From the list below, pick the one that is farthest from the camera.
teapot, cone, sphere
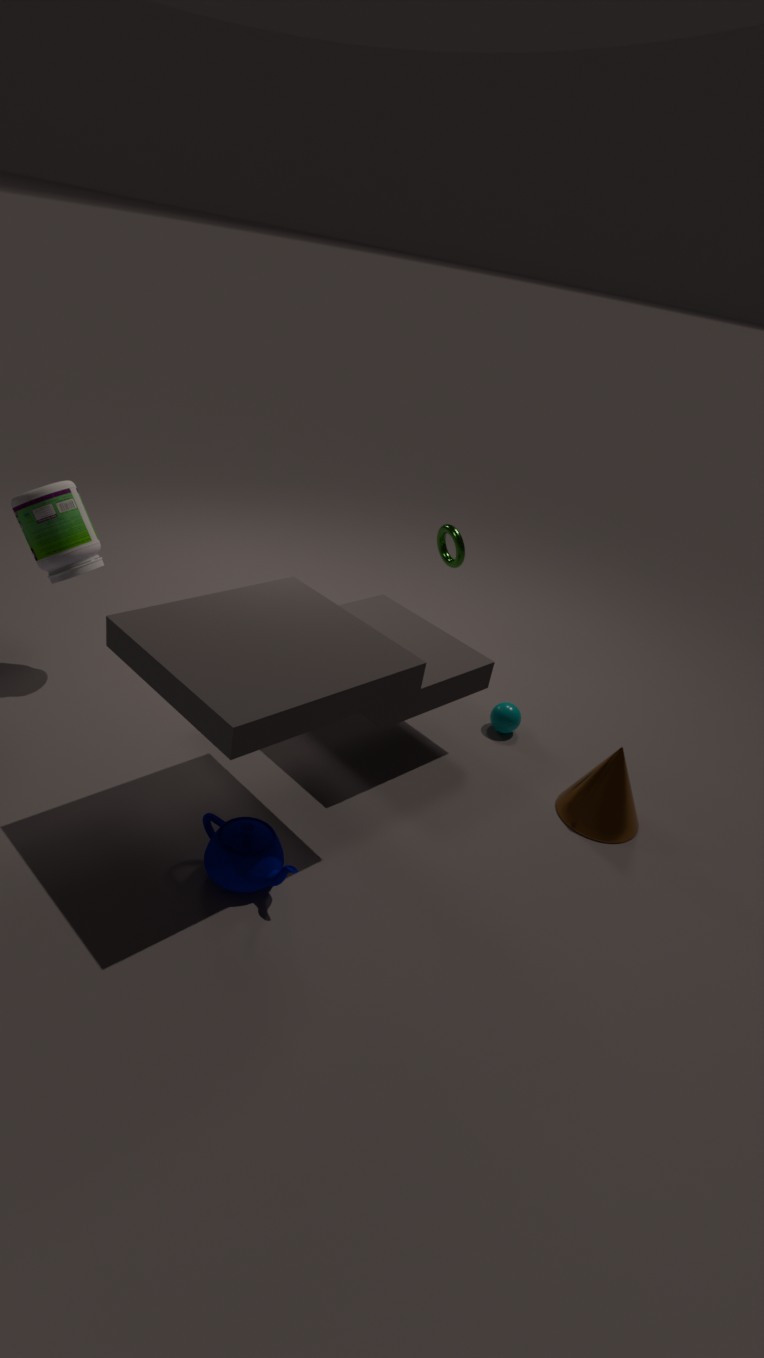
sphere
